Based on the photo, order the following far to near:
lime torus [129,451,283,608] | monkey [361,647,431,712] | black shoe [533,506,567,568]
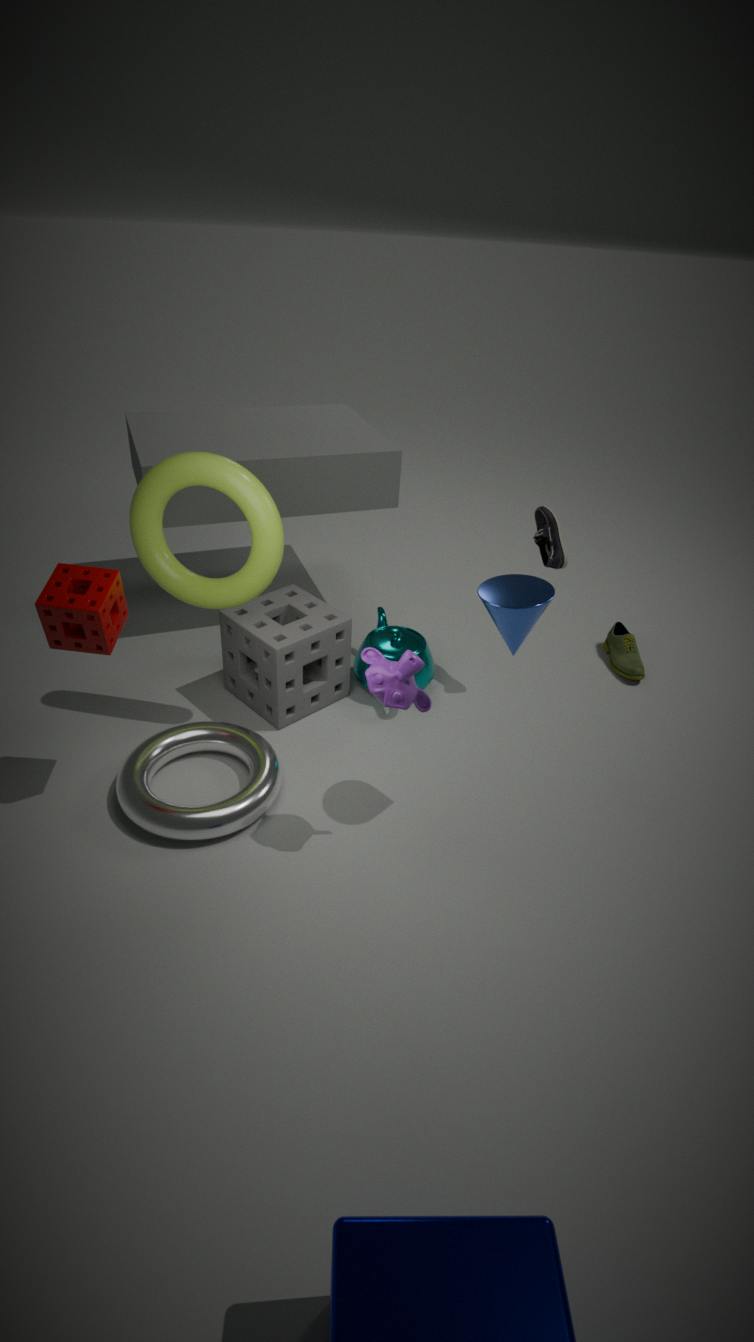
1. black shoe [533,506,567,568]
2. lime torus [129,451,283,608]
3. monkey [361,647,431,712]
